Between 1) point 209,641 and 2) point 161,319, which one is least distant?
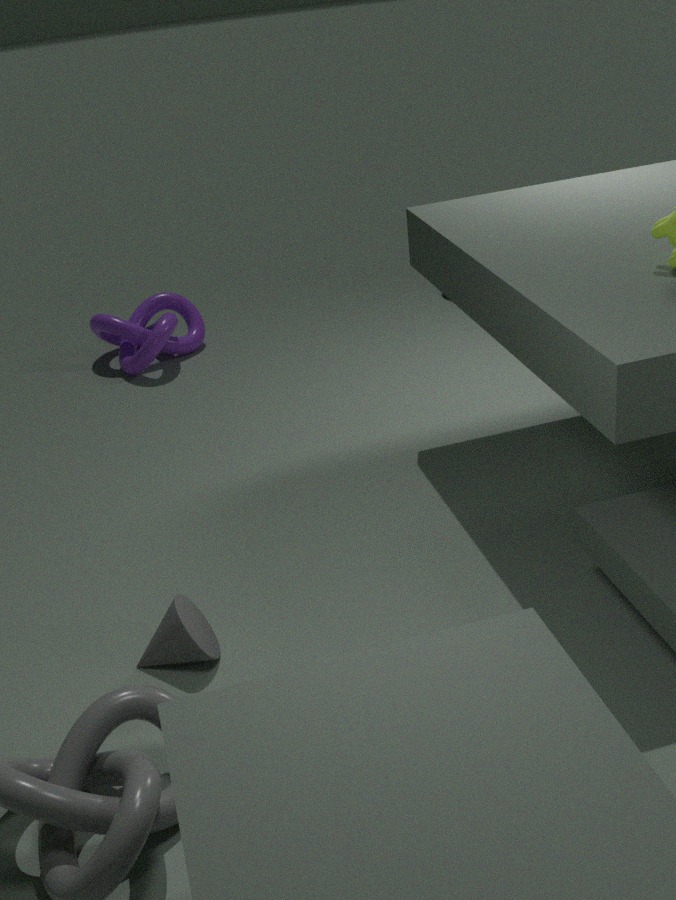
1. point 209,641
